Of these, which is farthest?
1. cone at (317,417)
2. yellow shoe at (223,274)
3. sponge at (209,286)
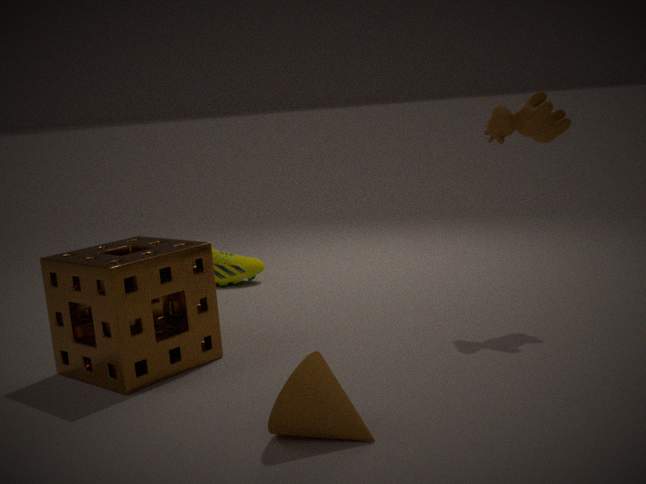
yellow shoe at (223,274)
